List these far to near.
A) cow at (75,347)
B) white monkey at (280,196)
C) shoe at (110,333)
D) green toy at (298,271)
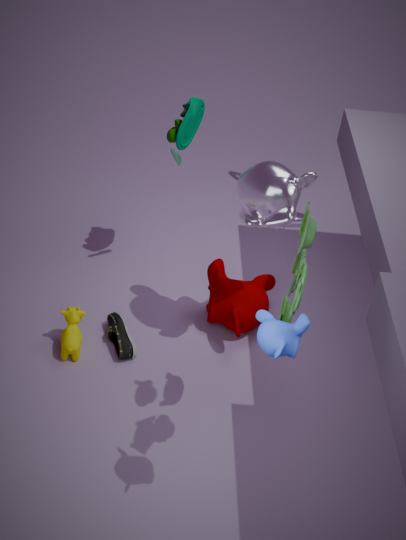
C. shoe at (110,333) < A. cow at (75,347) < B. white monkey at (280,196) < D. green toy at (298,271)
